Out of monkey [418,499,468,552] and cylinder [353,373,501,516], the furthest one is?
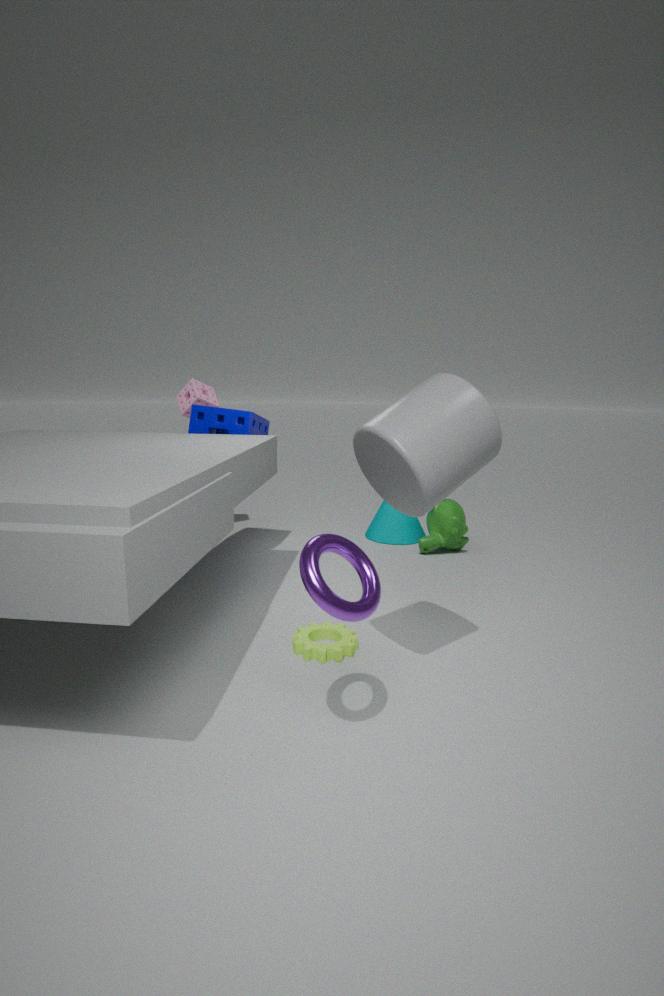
monkey [418,499,468,552]
